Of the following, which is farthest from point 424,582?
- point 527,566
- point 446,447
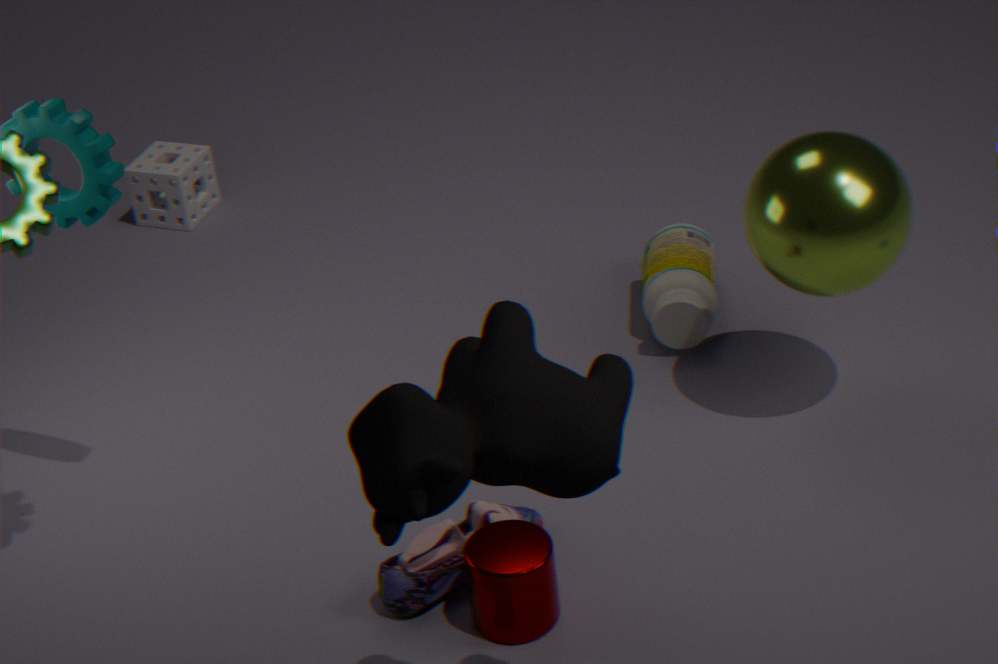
point 446,447
